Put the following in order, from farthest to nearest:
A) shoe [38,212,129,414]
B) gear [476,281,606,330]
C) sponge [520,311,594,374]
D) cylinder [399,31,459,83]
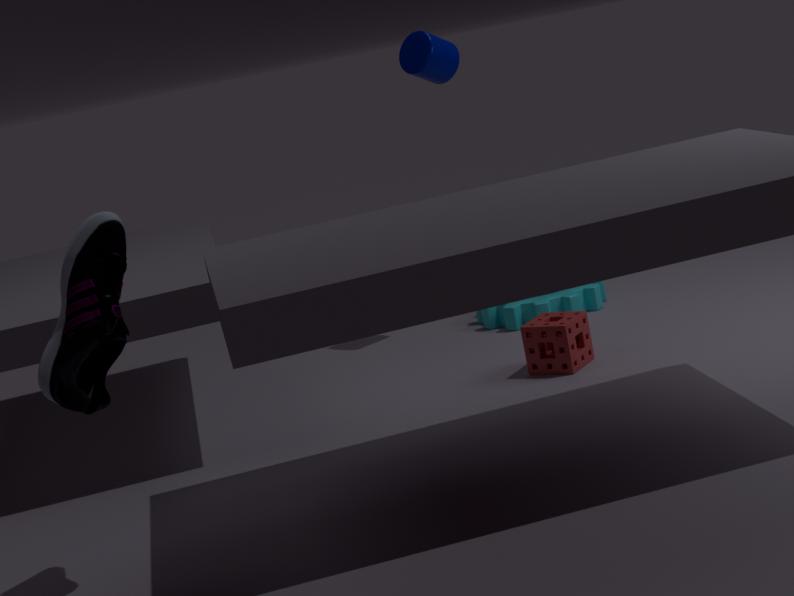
gear [476,281,606,330], cylinder [399,31,459,83], sponge [520,311,594,374], shoe [38,212,129,414]
